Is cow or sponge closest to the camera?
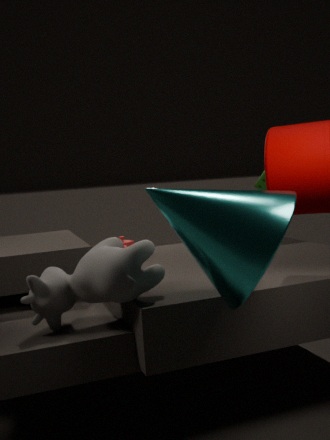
cow
